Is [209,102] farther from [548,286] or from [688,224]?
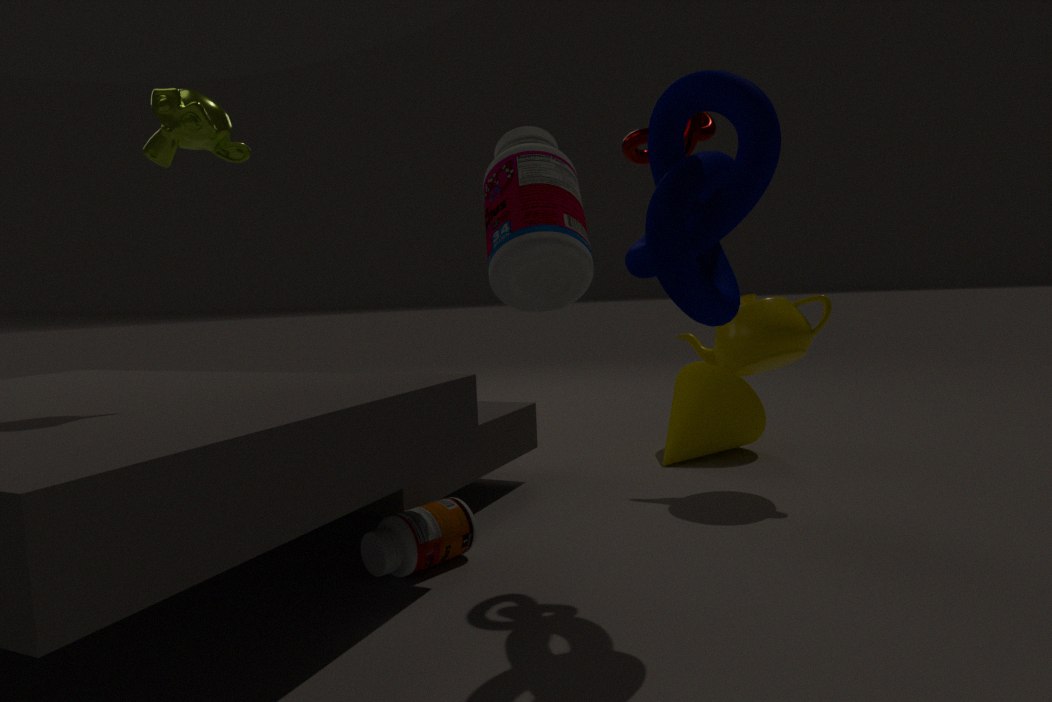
[688,224]
